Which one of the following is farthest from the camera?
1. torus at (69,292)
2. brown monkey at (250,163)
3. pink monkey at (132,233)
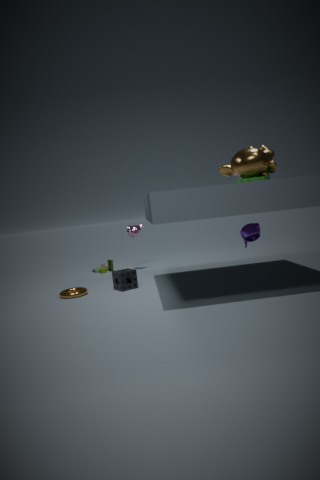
pink monkey at (132,233)
